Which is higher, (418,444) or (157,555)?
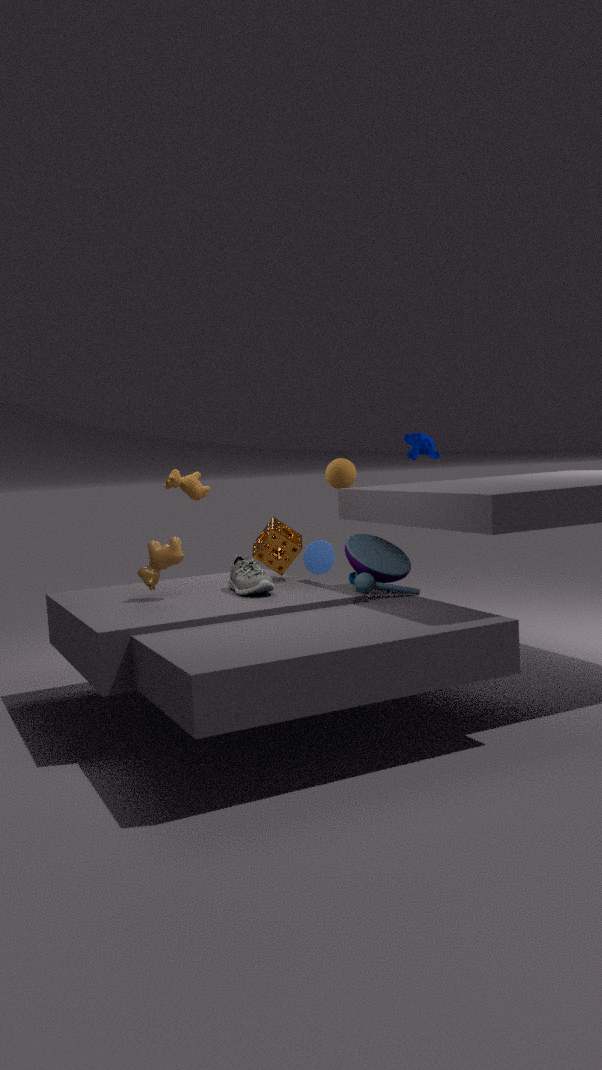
(418,444)
